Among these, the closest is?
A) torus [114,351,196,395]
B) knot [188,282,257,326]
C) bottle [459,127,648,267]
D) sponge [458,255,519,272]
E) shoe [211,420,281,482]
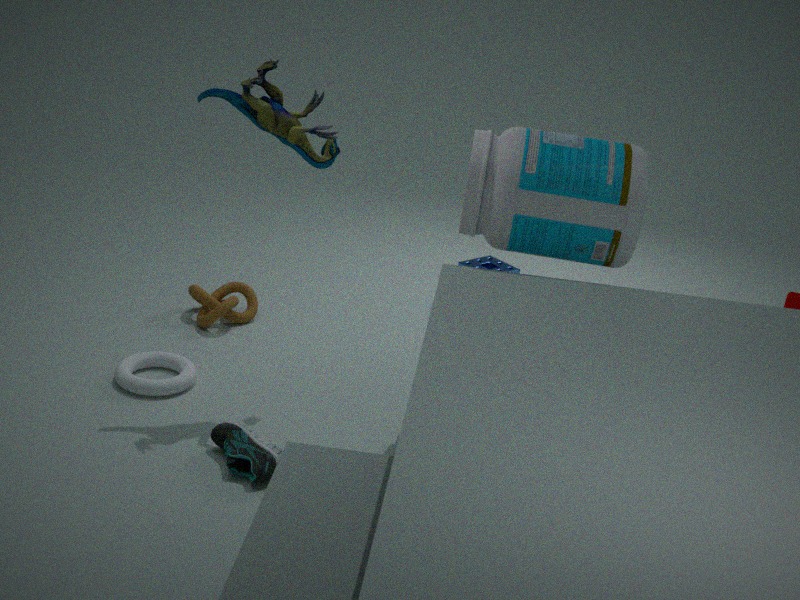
bottle [459,127,648,267]
